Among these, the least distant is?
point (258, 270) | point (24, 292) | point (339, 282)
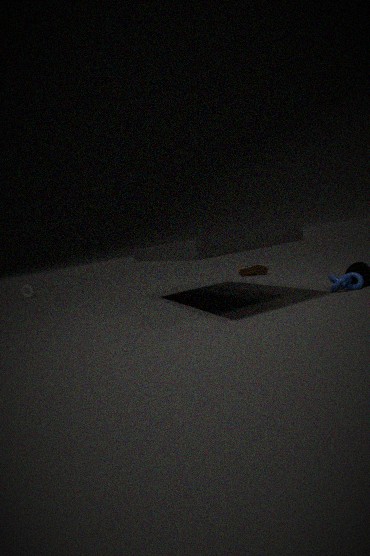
point (339, 282)
